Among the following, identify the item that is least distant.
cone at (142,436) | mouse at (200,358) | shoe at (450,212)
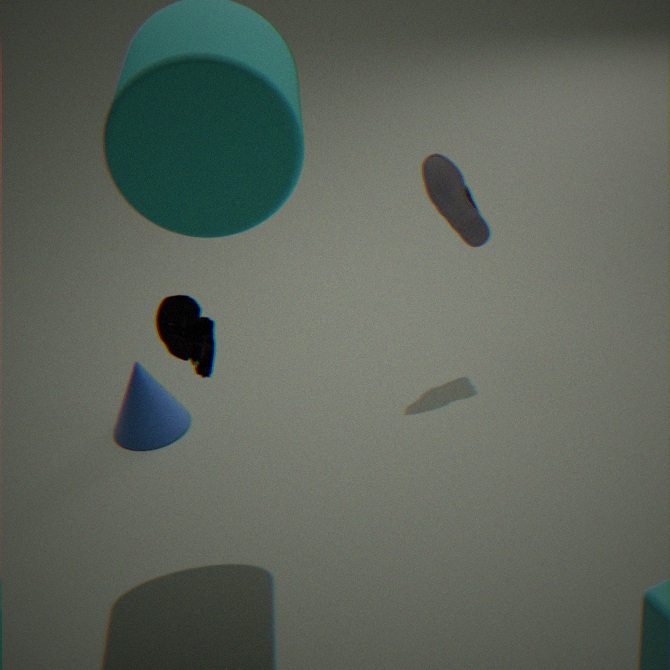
mouse at (200,358)
